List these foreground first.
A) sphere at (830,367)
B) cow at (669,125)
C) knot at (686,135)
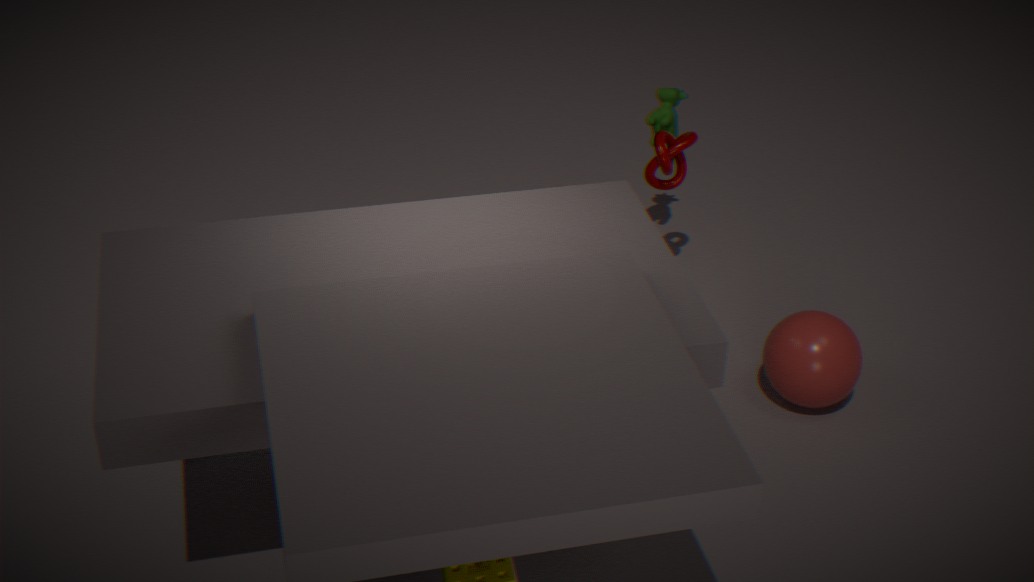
1. sphere at (830,367)
2. knot at (686,135)
3. cow at (669,125)
